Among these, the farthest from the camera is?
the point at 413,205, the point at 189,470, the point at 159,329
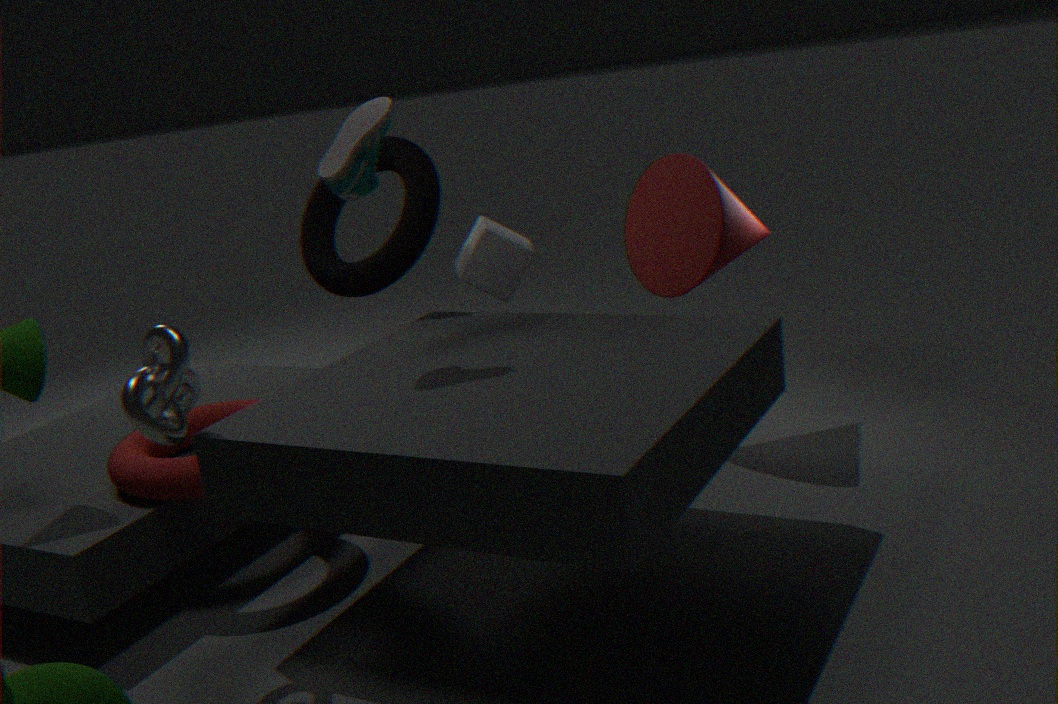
the point at 413,205
